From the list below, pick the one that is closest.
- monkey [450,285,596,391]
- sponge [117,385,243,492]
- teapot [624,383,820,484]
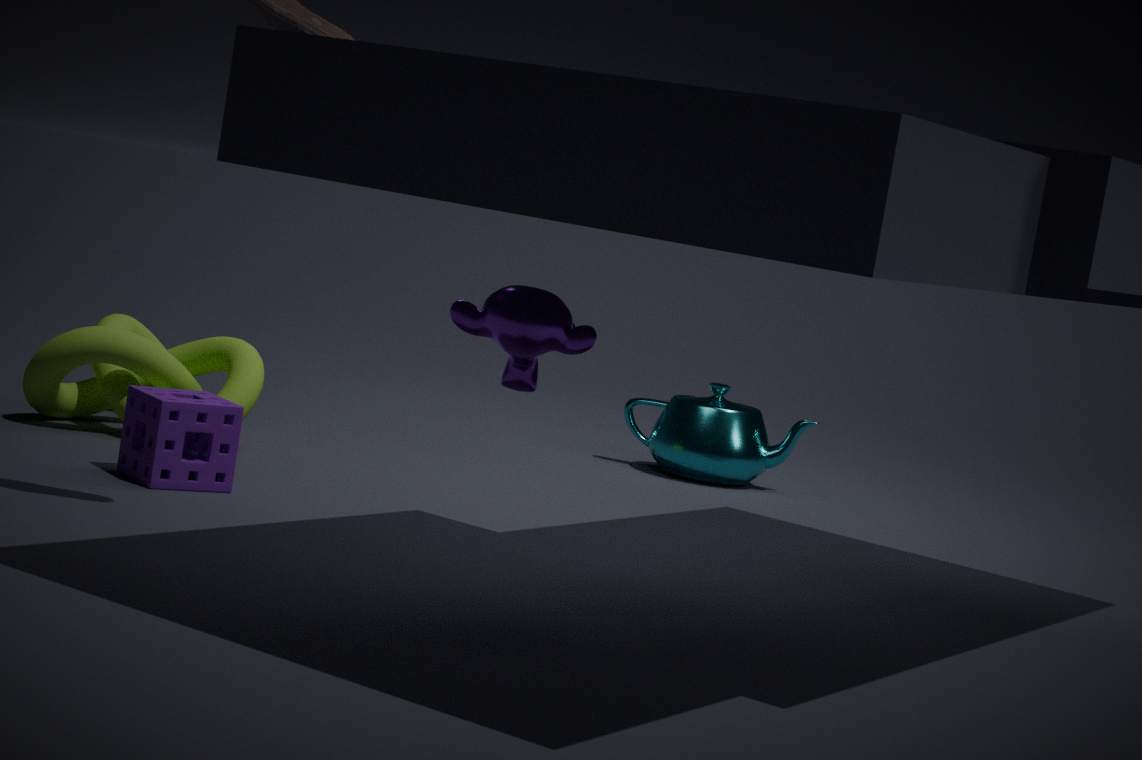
monkey [450,285,596,391]
